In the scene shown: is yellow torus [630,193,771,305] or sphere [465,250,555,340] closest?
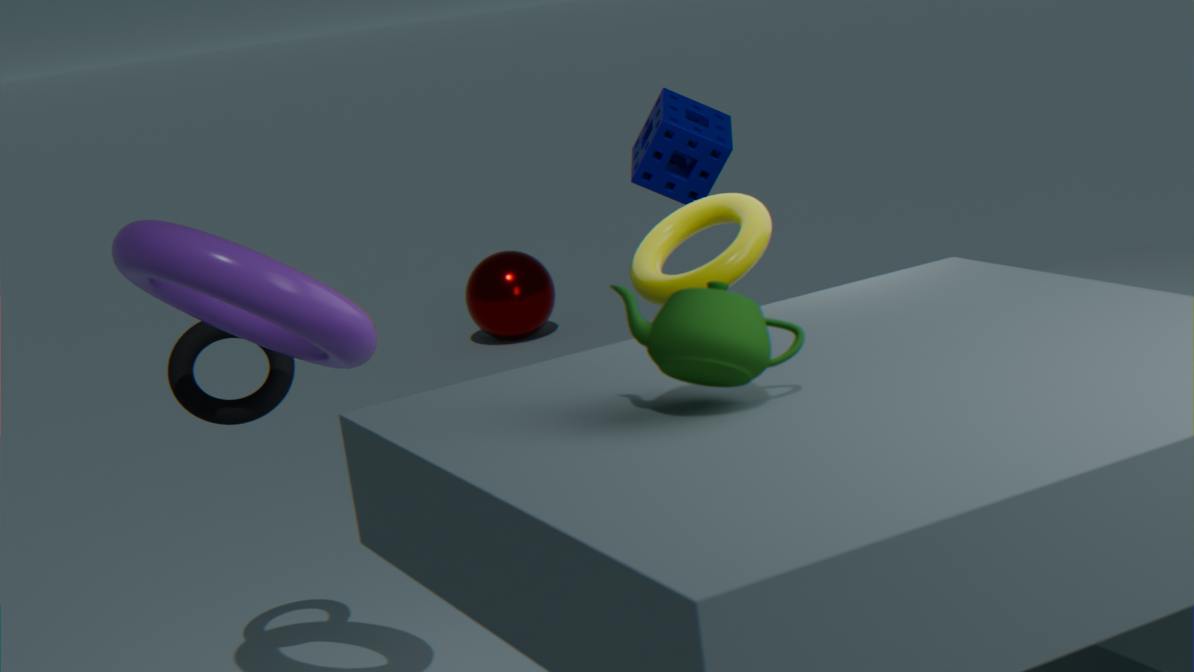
yellow torus [630,193,771,305]
